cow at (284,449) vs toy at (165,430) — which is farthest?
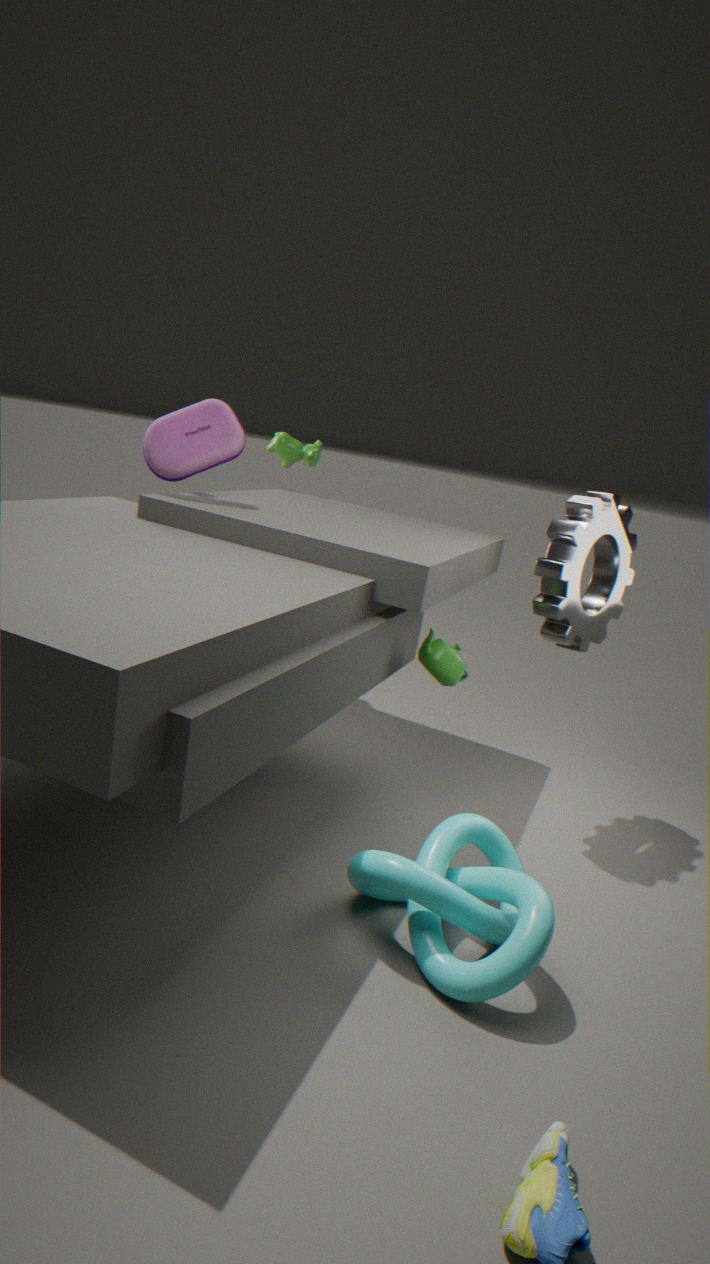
cow at (284,449)
